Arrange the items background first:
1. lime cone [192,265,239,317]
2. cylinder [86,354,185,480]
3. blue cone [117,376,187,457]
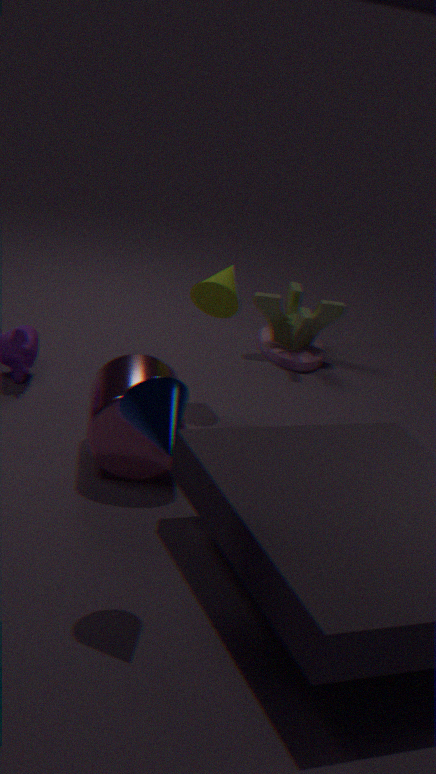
lime cone [192,265,239,317]
cylinder [86,354,185,480]
blue cone [117,376,187,457]
